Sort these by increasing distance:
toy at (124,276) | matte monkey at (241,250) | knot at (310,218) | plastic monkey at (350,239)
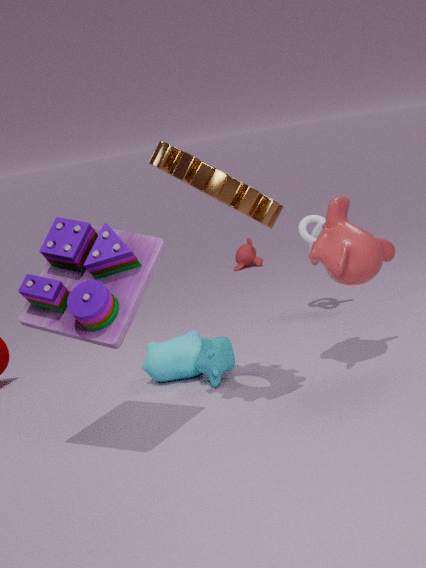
toy at (124,276) < plastic monkey at (350,239) < knot at (310,218) < matte monkey at (241,250)
